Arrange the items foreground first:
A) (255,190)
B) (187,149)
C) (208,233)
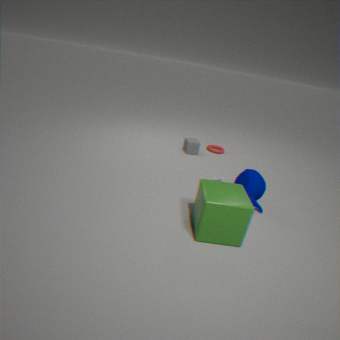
1. (208,233)
2. (255,190)
3. (187,149)
